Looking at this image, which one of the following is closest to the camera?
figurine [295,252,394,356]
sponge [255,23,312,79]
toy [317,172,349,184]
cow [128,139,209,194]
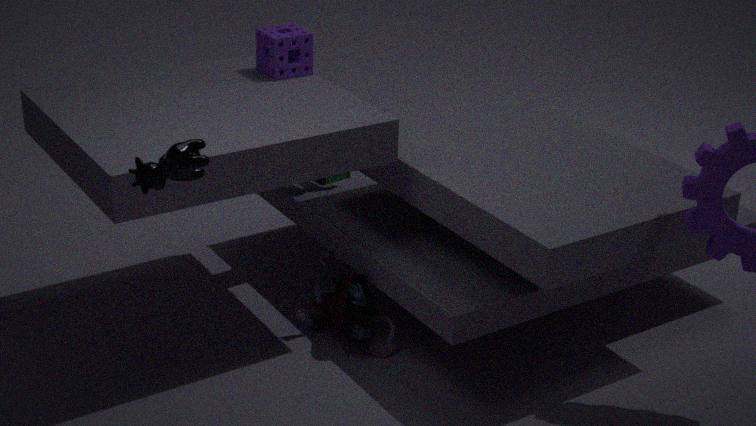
cow [128,139,209,194]
